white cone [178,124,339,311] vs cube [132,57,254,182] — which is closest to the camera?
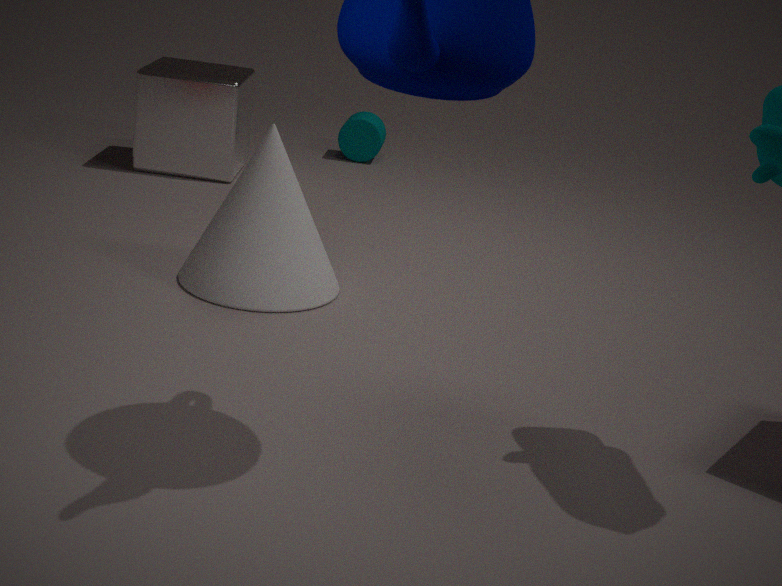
white cone [178,124,339,311]
